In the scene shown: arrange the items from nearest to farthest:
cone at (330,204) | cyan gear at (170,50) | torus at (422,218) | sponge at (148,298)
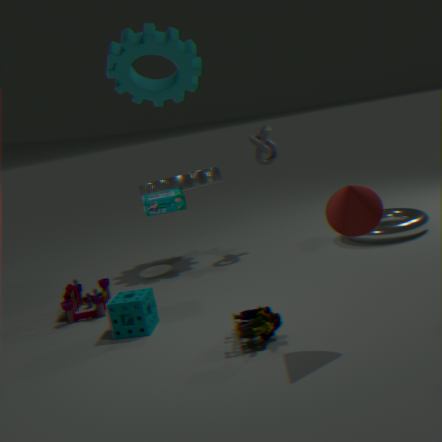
cyan gear at (170,50)
cone at (330,204)
sponge at (148,298)
torus at (422,218)
